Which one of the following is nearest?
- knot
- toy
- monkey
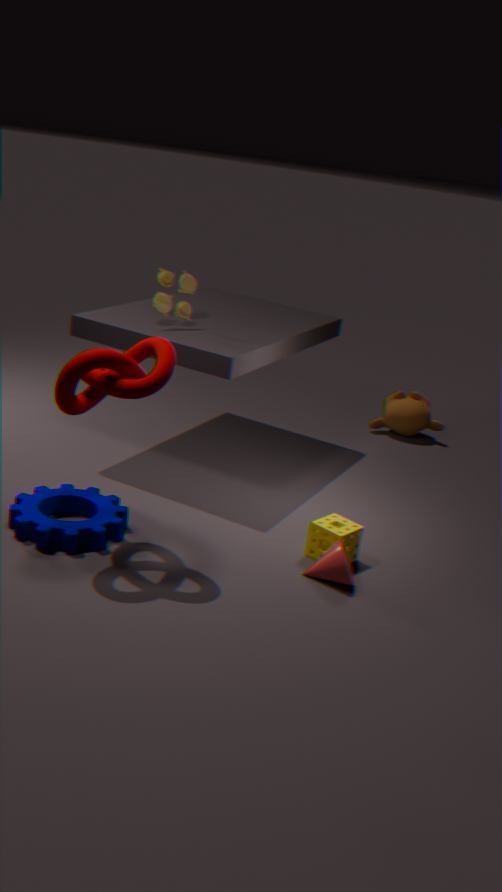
knot
